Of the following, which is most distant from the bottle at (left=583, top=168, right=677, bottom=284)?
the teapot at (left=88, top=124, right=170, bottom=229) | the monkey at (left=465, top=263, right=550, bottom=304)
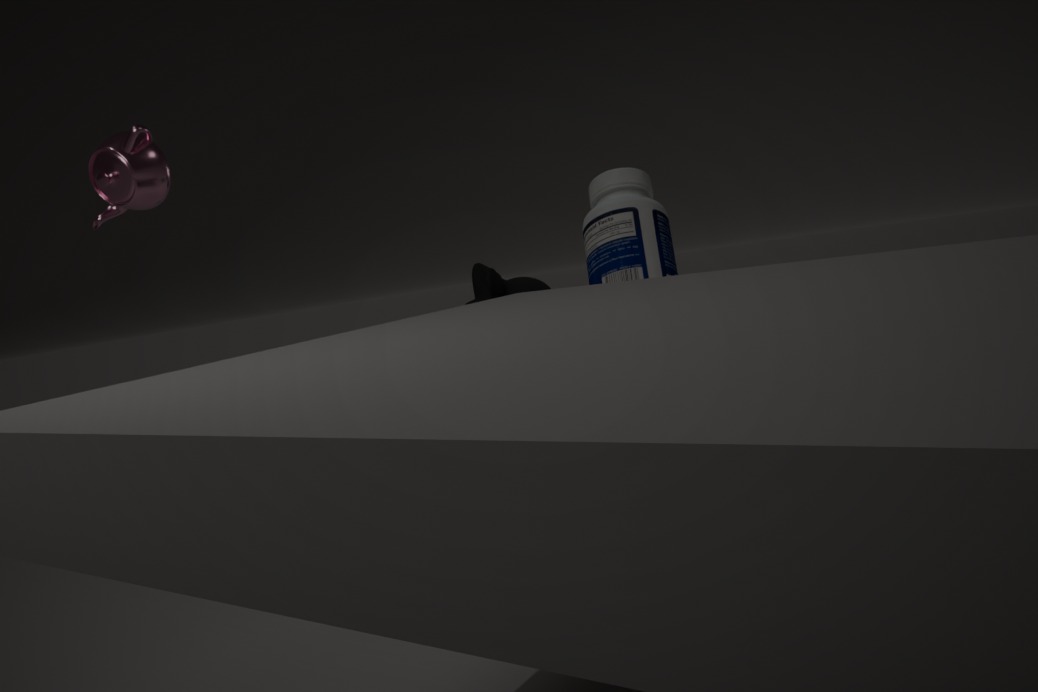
the teapot at (left=88, top=124, right=170, bottom=229)
